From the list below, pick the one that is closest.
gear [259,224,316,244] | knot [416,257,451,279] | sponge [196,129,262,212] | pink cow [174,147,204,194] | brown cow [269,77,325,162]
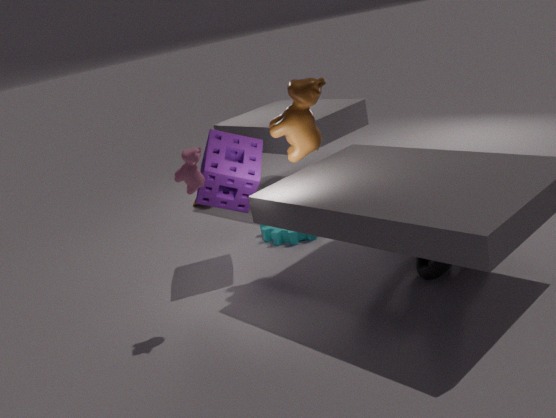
pink cow [174,147,204,194]
